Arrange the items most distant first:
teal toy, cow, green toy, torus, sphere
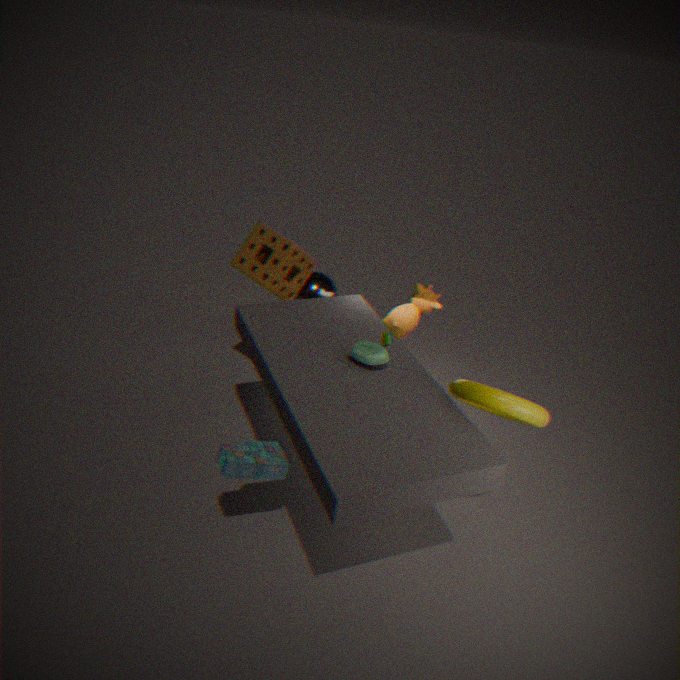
sphere < cow < green toy < teal toy < torus
